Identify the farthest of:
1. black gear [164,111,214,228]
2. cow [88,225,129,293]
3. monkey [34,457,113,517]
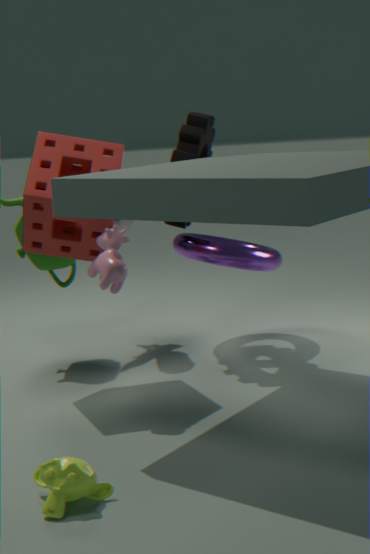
black gear [164,111,214,228]
